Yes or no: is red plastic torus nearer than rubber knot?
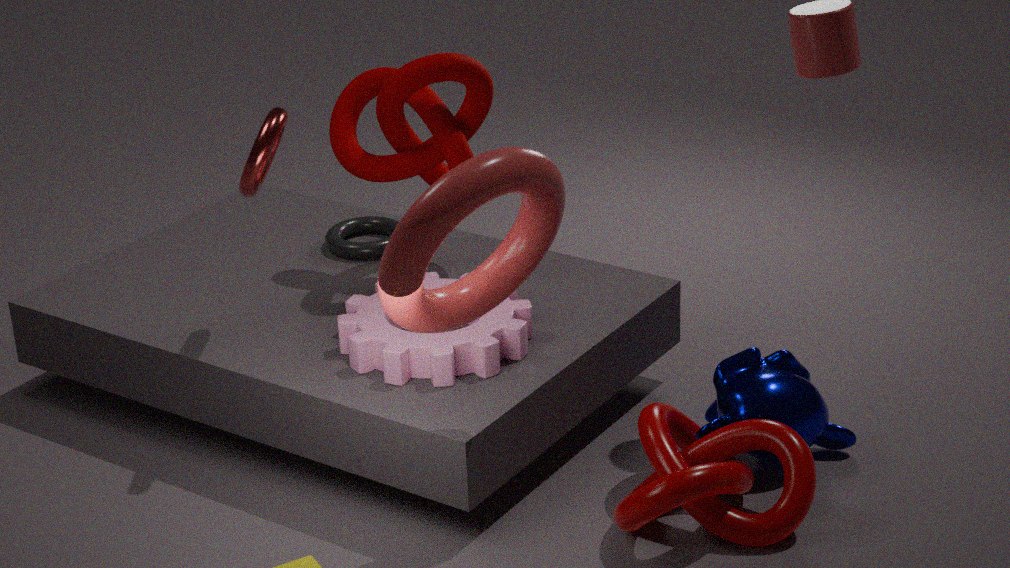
Yes
